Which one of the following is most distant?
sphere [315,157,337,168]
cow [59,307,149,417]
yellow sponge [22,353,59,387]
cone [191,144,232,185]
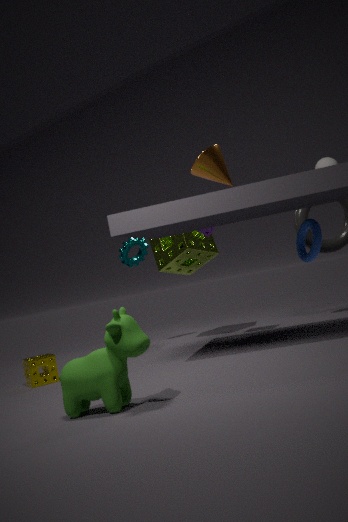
sphere [315,157,337,168]
